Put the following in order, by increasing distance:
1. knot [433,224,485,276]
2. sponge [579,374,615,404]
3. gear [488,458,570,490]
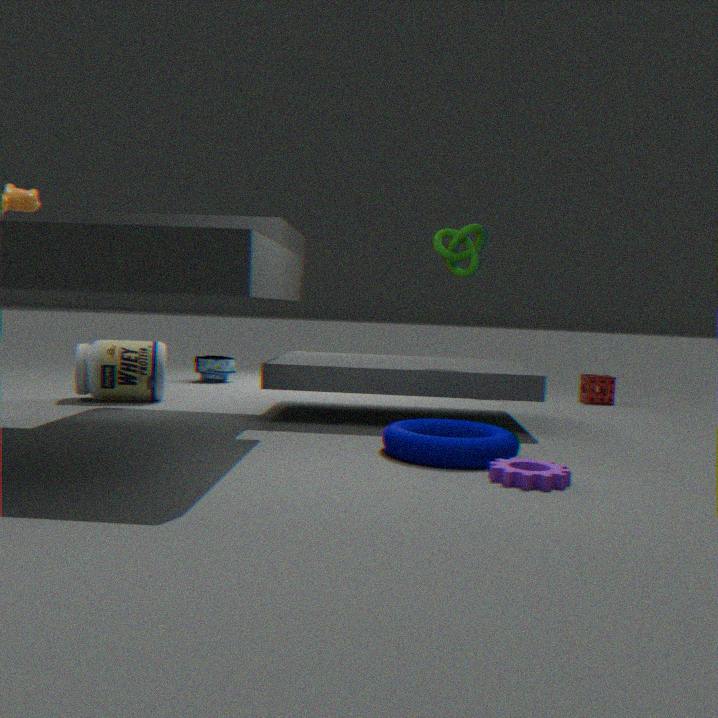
gear [488,458,570,490], knot [433,224,485,276], sponge [579,374,615,404]
